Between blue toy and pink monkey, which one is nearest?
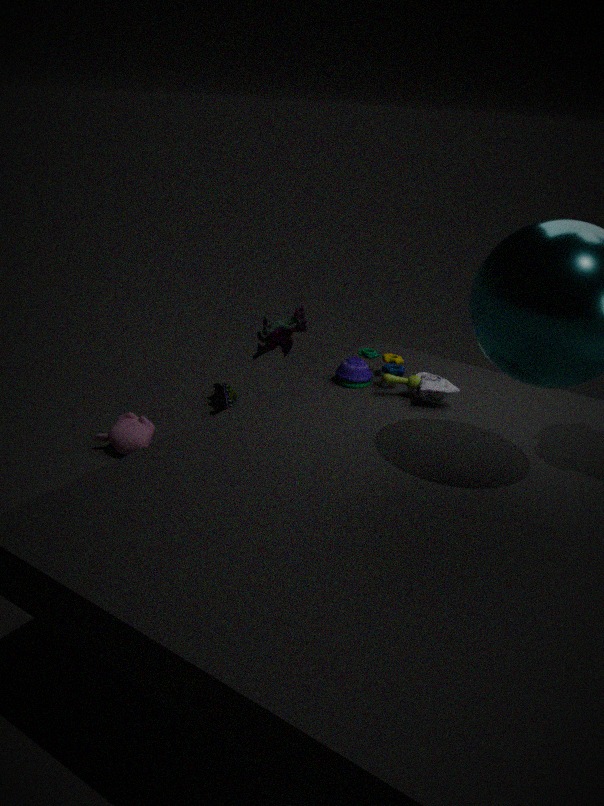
blue toy
